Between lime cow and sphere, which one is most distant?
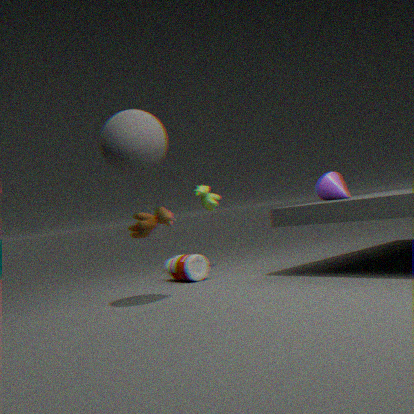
lime cow
